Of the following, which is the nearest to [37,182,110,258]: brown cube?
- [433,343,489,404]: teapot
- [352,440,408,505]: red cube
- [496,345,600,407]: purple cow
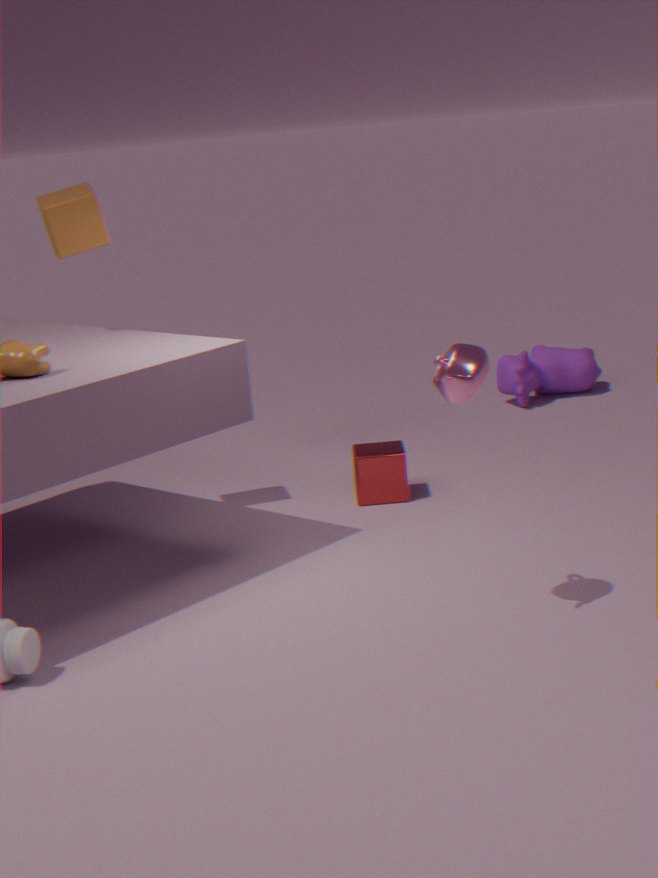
[352,440,408,505]: red cube
